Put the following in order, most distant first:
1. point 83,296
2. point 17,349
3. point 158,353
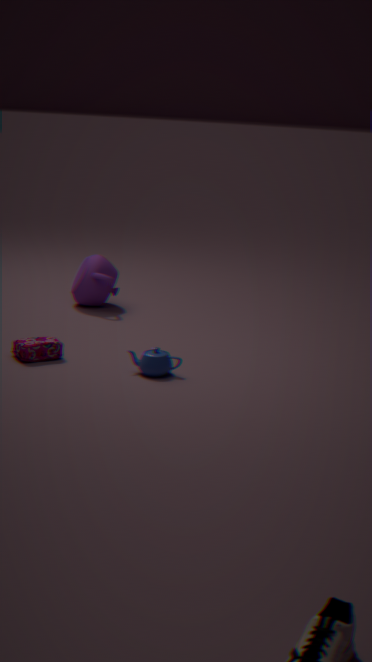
1. point 83,296
2. point 17,349
3. point 158,353
